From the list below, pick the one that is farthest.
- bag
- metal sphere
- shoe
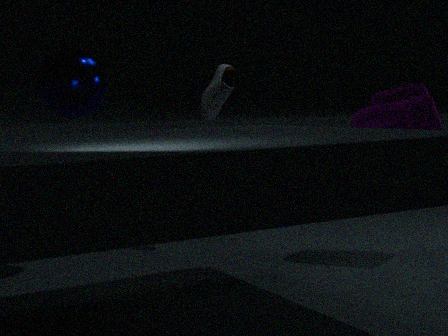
shoe
